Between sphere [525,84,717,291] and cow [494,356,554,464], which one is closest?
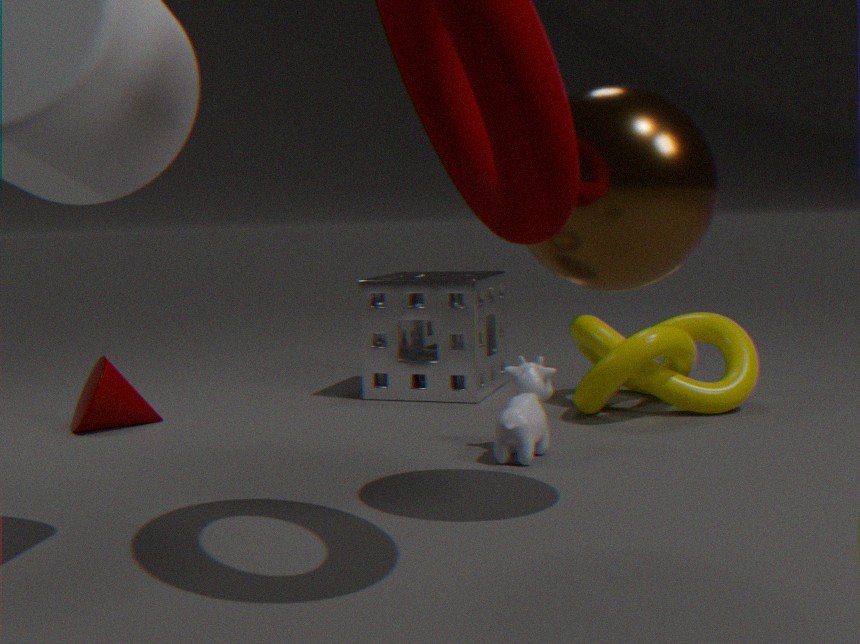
sphere [525,84,717,291]
